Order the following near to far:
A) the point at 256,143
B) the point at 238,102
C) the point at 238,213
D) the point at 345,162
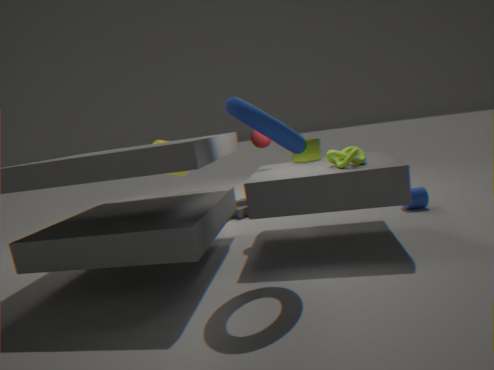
the point at 238,102
the point at 345,162
the point at 256,143
the point at 238,213
